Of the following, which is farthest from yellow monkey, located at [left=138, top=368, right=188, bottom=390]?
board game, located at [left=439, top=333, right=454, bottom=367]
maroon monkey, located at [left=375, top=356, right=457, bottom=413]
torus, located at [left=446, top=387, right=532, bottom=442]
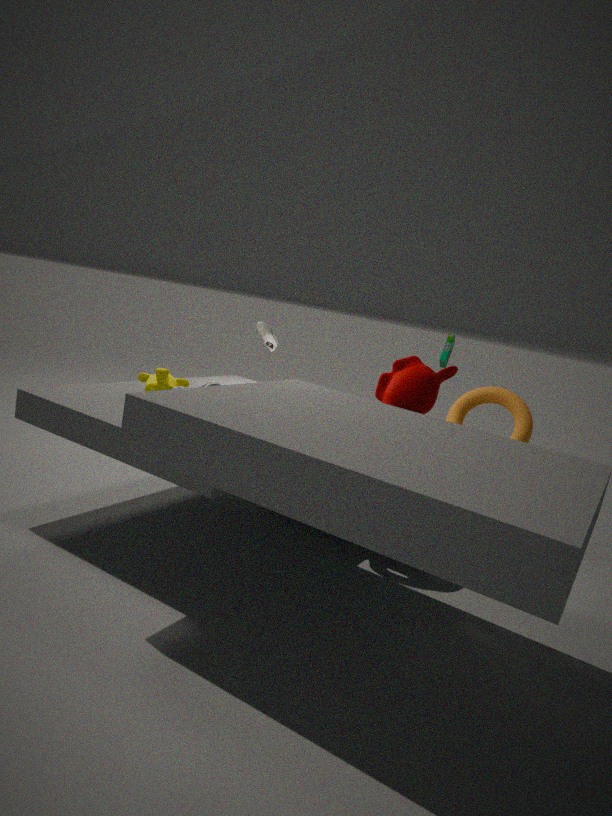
torus, located at [left=446, top=387, right=532, bottom=442]
